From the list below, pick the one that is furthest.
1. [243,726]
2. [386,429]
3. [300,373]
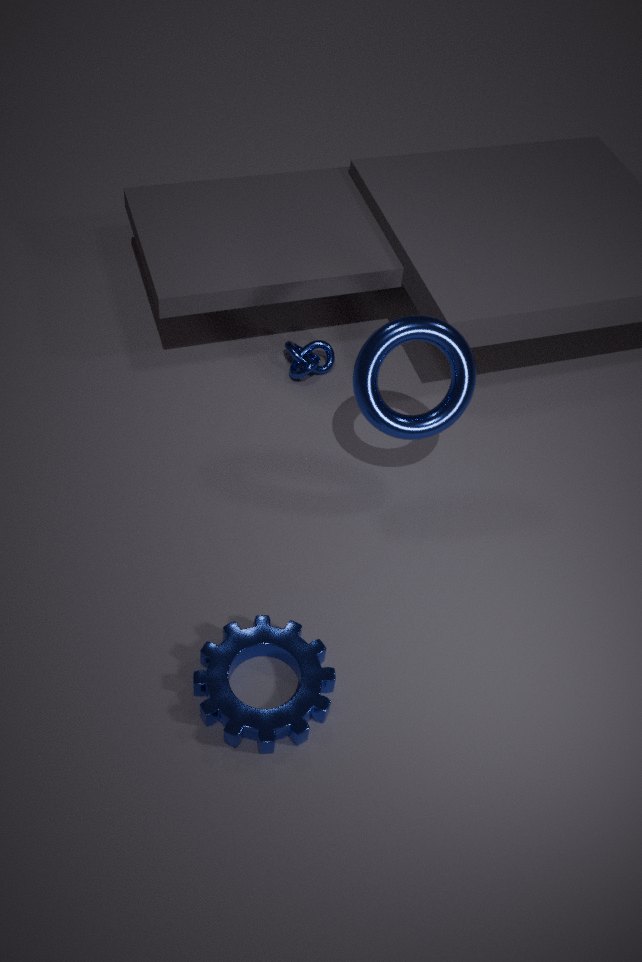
[300,373]
